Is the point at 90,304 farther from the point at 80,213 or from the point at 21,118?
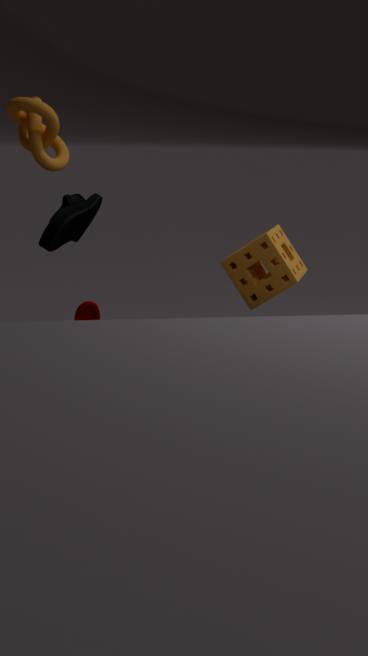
the point at 21,118
